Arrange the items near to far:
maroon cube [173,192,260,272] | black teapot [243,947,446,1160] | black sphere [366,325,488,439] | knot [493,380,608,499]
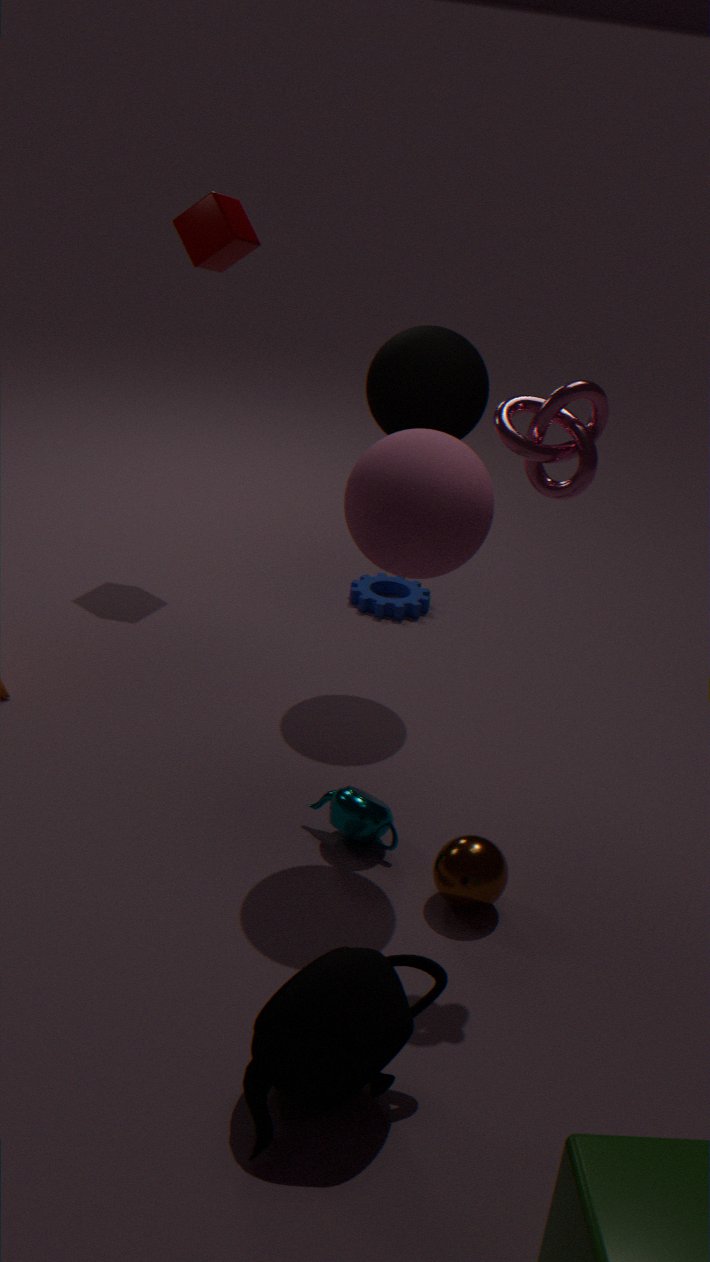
black teapot [243,947,446,1160] < knot [493,380,608,499] < black sphere [366,325,488,439] < maroon cube [173,192,260,272]
